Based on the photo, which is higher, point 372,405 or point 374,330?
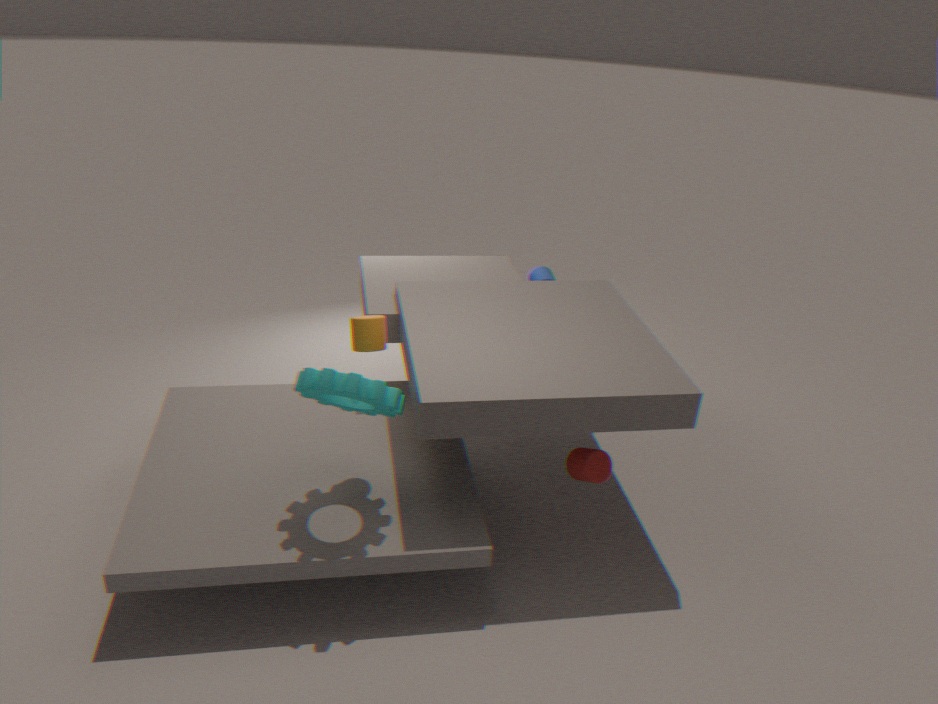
point 374,330
